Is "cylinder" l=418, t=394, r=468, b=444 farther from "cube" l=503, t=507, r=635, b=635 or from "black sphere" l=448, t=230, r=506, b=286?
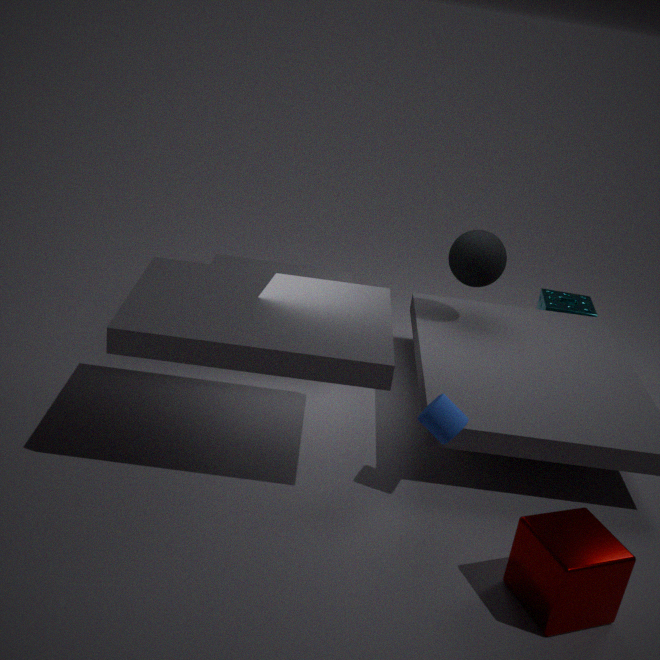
"black sphere" l=448, t=230, r=506, b=286
